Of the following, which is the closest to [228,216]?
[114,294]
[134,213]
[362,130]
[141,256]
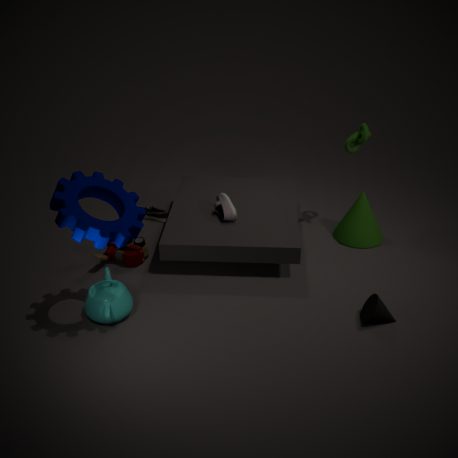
[141,256]
